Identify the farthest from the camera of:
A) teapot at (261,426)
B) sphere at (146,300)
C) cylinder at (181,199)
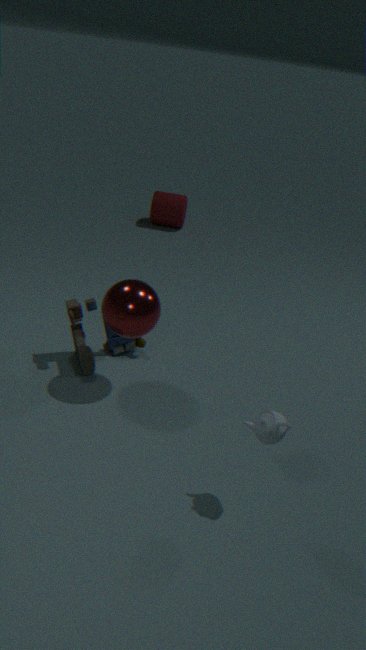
cylinder at (181,199)
